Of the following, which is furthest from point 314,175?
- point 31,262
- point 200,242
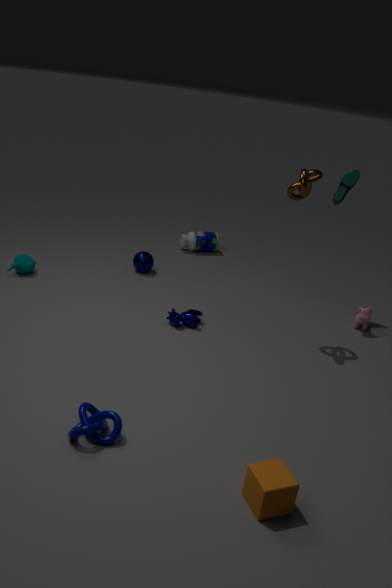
point 31,262
